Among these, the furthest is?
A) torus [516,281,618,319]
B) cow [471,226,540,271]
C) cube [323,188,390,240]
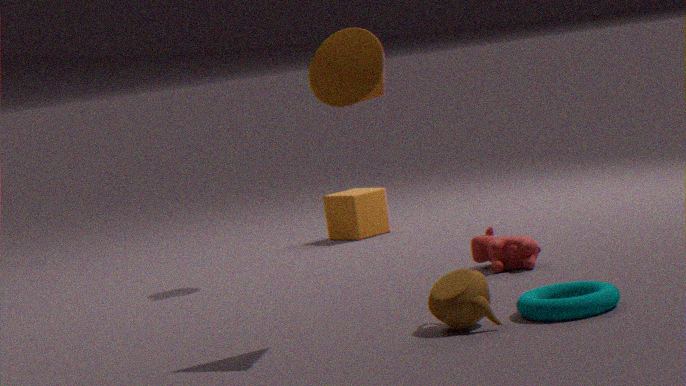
cube [323,188,390,240]
